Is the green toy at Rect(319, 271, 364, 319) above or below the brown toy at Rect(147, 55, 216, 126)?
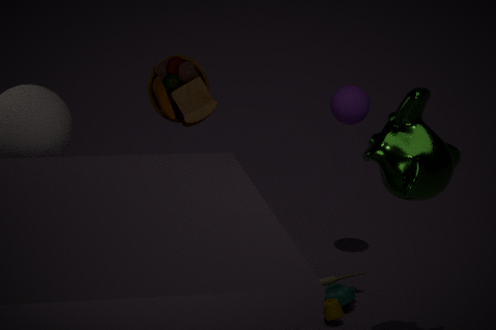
below
